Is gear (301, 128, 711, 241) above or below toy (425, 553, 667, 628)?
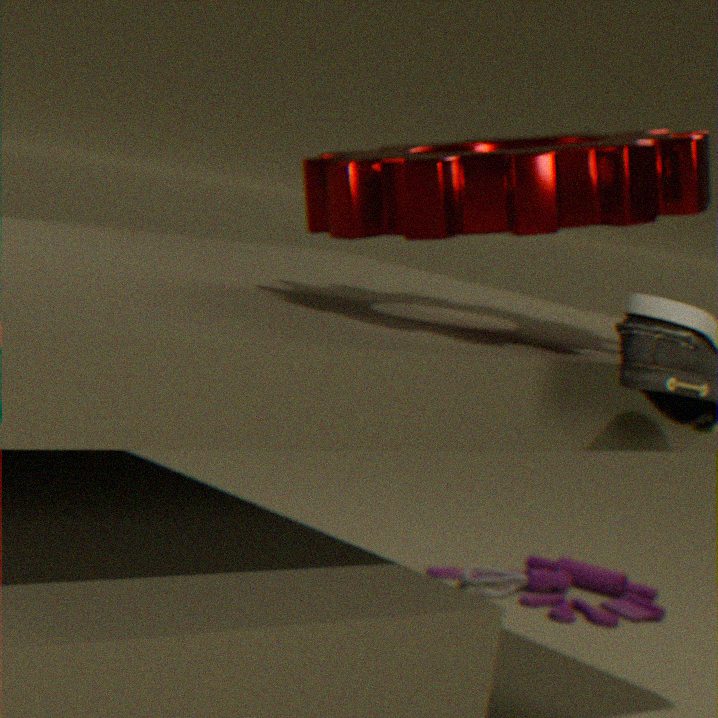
above
